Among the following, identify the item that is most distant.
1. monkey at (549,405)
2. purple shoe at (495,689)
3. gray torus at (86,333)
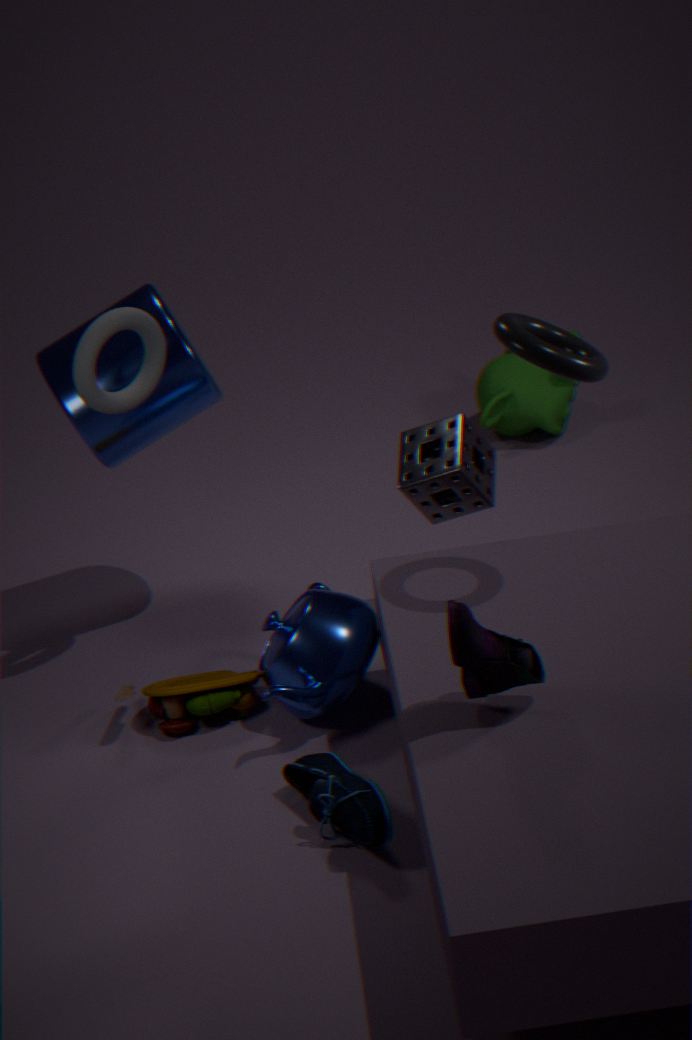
monkey at (549,405)
